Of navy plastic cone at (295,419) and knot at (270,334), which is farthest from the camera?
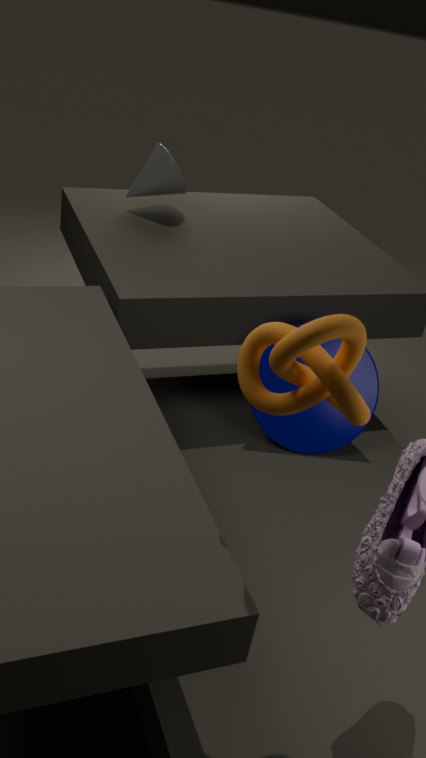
navy plastic cone at (295,419)
